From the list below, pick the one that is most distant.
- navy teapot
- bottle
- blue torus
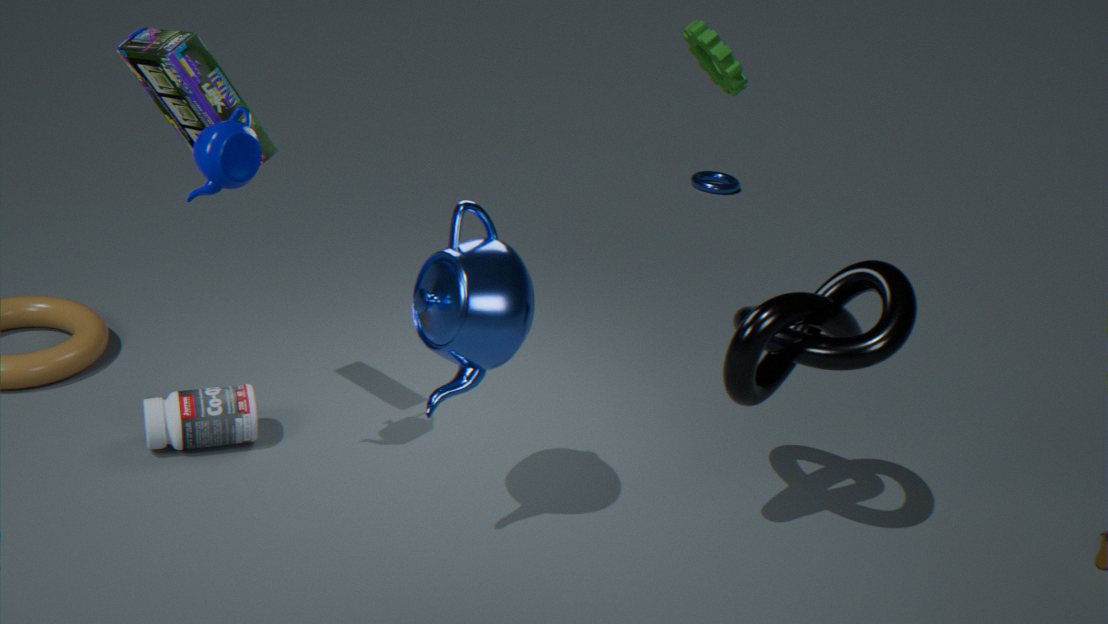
blue torus
